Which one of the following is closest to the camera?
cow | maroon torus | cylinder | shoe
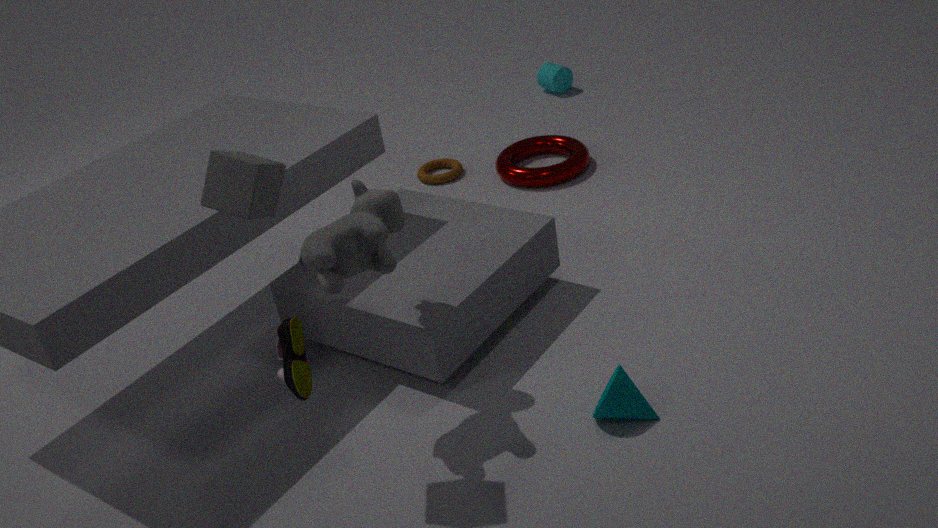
shoe
